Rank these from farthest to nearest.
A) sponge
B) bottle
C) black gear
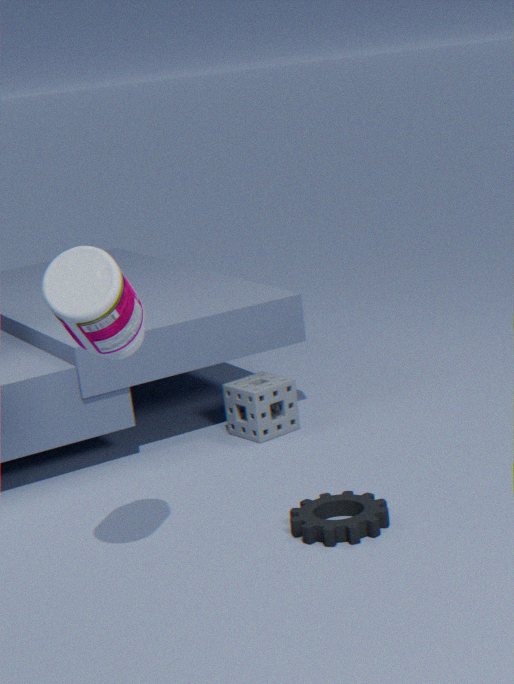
1. sponge
2. black gear
3. bottle
